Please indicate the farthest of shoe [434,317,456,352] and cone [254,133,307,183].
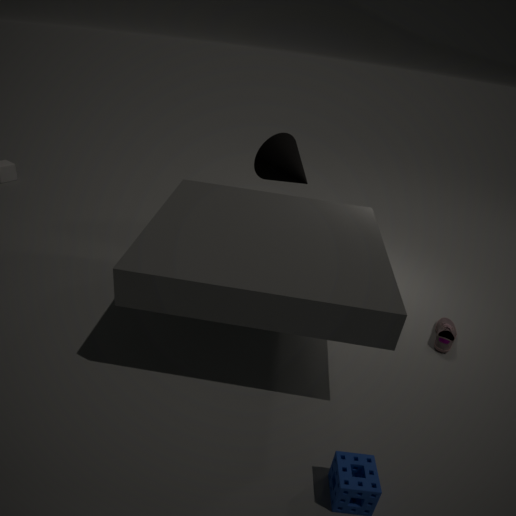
cone [254,133,307,183]
